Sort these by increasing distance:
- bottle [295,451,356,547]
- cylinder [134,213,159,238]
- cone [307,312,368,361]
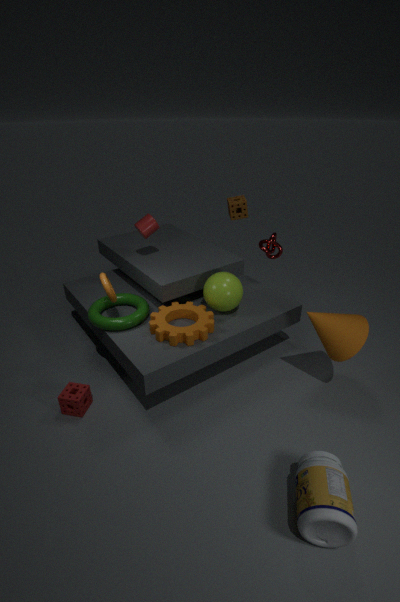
bottle [295,451,356,547]
cone [307,312,368,361]
cylinder [134,213,159,238]
